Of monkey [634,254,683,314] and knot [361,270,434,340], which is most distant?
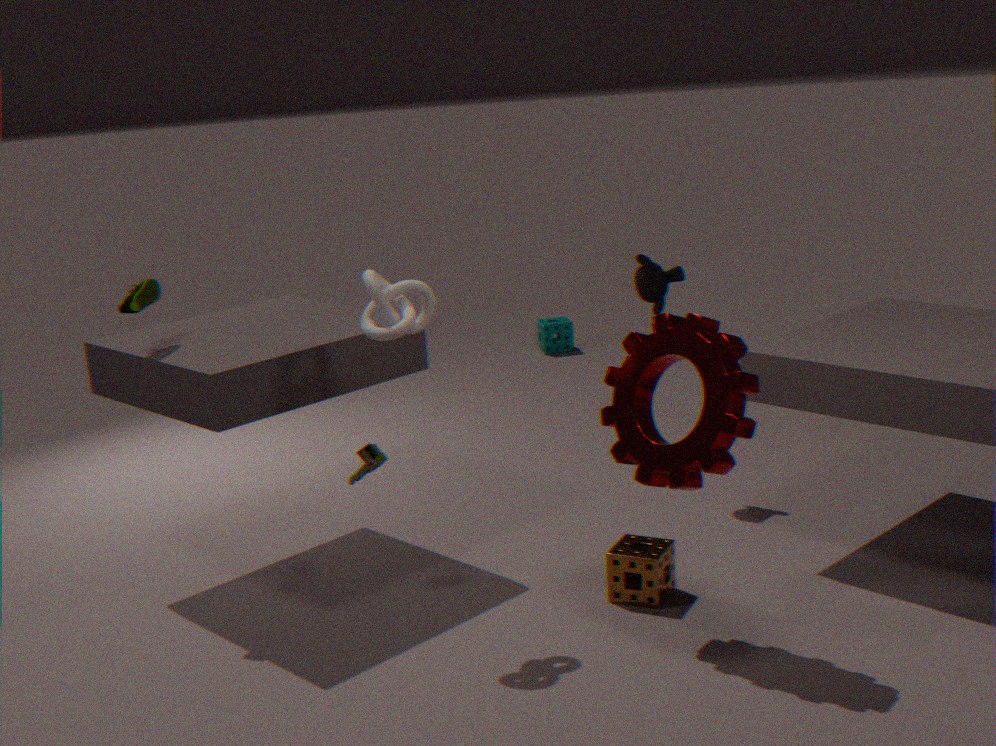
monkey [634,254,683,314]
